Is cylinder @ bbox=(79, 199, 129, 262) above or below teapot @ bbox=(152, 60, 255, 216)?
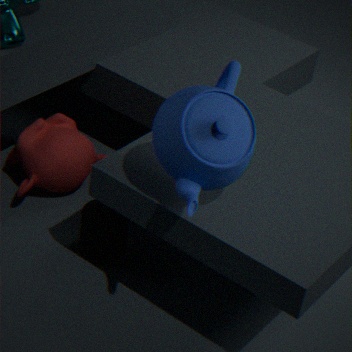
below
